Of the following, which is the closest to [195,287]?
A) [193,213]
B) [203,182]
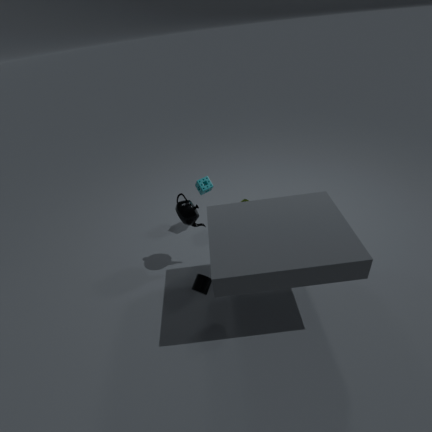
[193,213]
